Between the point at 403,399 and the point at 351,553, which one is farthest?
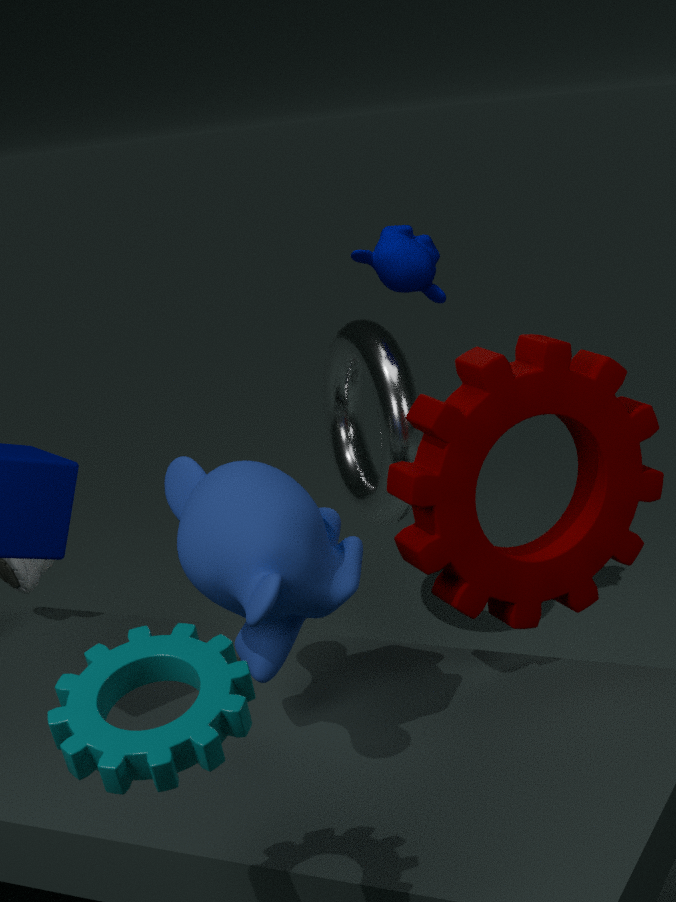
the point at 403,399
